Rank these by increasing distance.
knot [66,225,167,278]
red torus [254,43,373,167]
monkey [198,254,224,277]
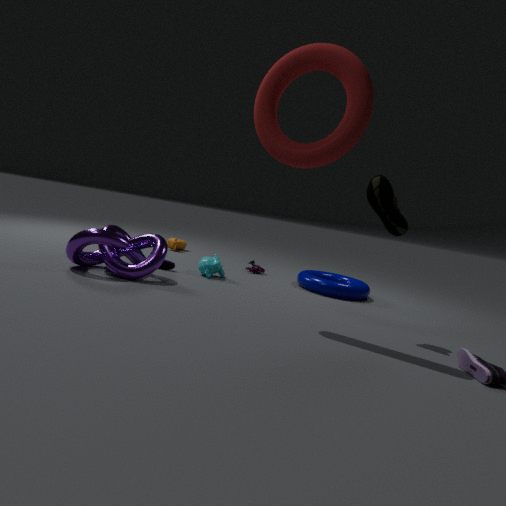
red torus [254,43,373,167] < knot [66,225,167,278] < monkey [198,254,224,277]
